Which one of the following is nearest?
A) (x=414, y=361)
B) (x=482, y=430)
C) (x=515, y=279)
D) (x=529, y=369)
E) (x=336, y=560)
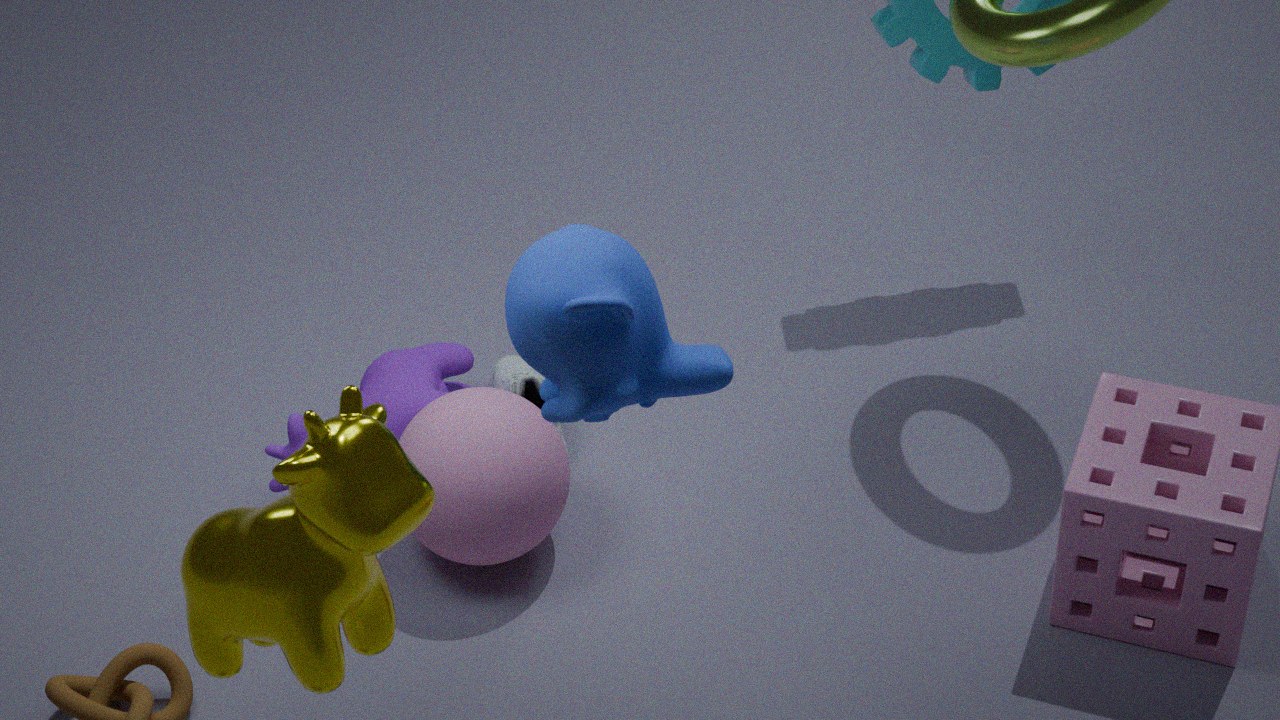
(x=336, y=560)
